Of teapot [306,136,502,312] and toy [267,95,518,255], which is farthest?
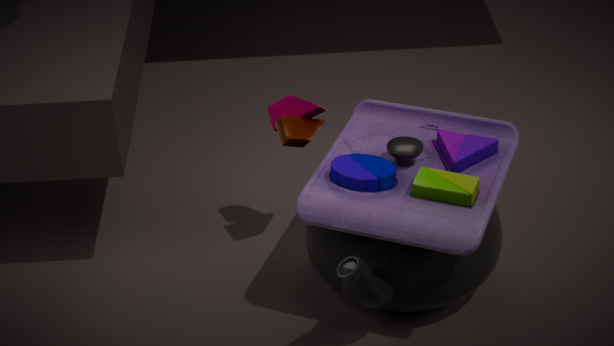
teapot [306,136,502,312]
